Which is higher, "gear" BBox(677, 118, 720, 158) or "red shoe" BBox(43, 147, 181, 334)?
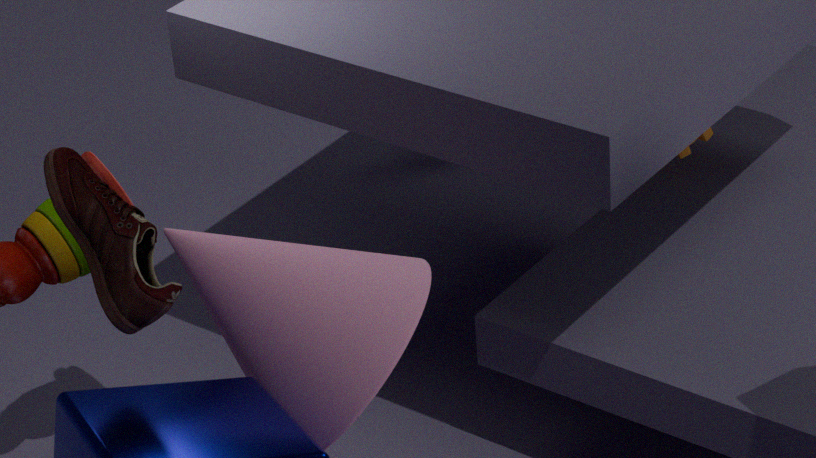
"red shoe" BBox(43, 147, 181, 334)
